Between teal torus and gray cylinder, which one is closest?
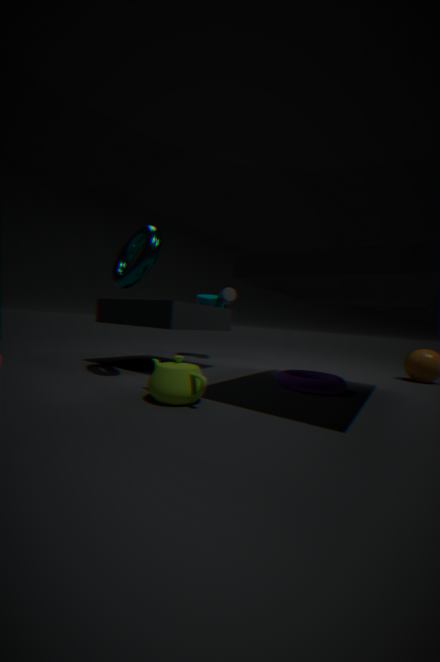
teal torus
